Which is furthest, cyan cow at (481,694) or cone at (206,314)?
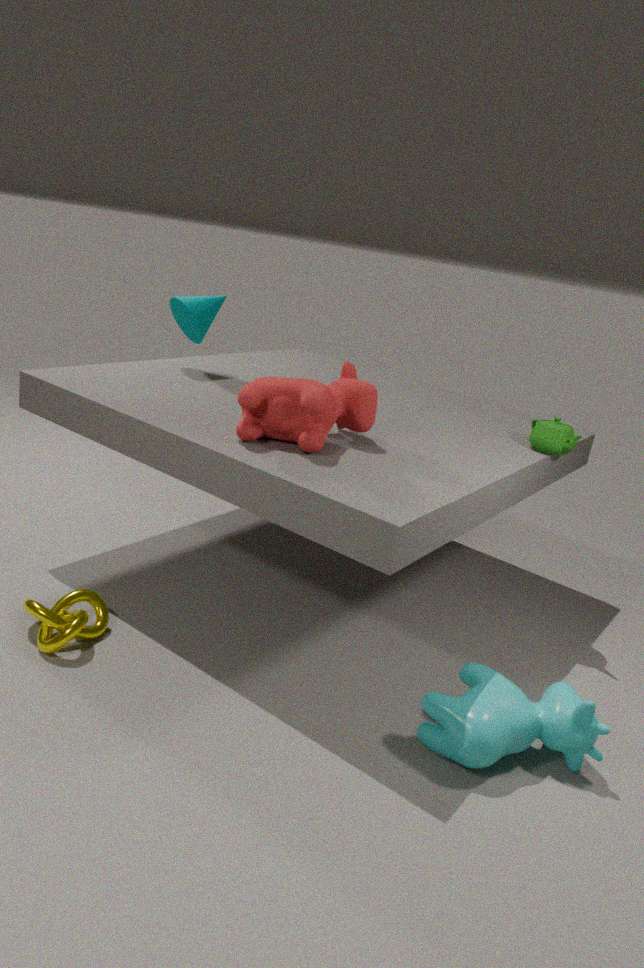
cone at (206,314)
